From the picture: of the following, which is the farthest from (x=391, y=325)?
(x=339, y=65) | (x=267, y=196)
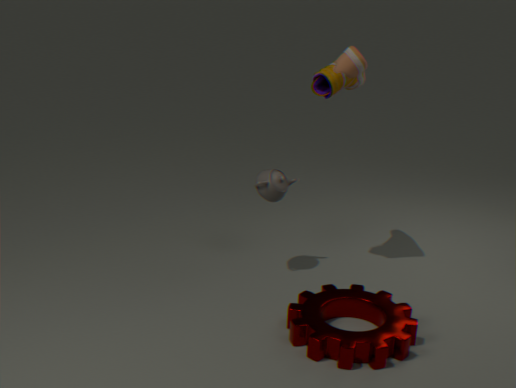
(x=339, y=65)
